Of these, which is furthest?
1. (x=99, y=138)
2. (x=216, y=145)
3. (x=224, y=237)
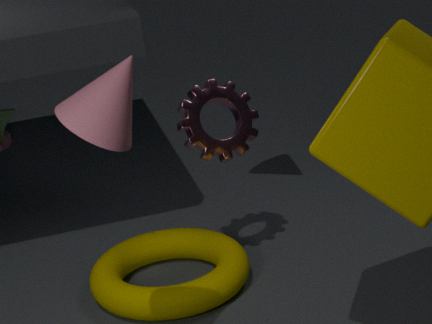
(x=224, y=237)
